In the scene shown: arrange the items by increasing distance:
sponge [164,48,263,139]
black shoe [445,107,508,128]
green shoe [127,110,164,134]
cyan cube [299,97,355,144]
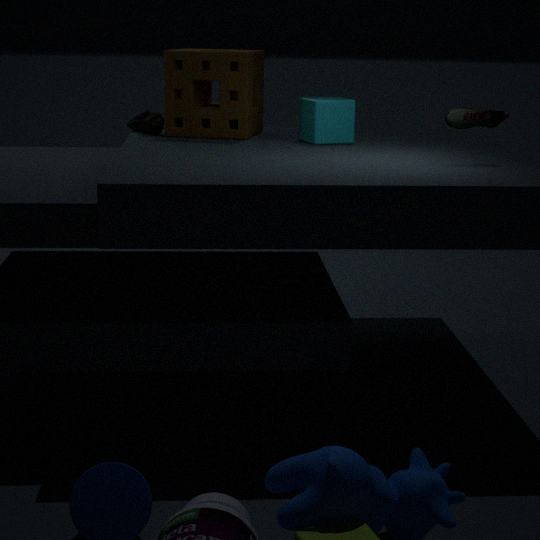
black shoe [445,107,508,128], cyan cube [299,97,355,144], sponge [164,48,263,139], green shoe [127,110,164,134]
